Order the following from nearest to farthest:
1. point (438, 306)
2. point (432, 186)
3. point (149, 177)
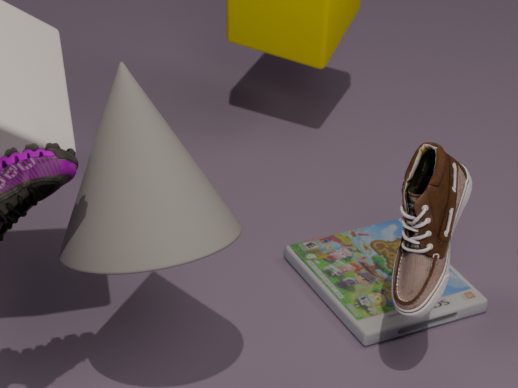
point (149, 177) < point (432, 186) < point (438, 306)
